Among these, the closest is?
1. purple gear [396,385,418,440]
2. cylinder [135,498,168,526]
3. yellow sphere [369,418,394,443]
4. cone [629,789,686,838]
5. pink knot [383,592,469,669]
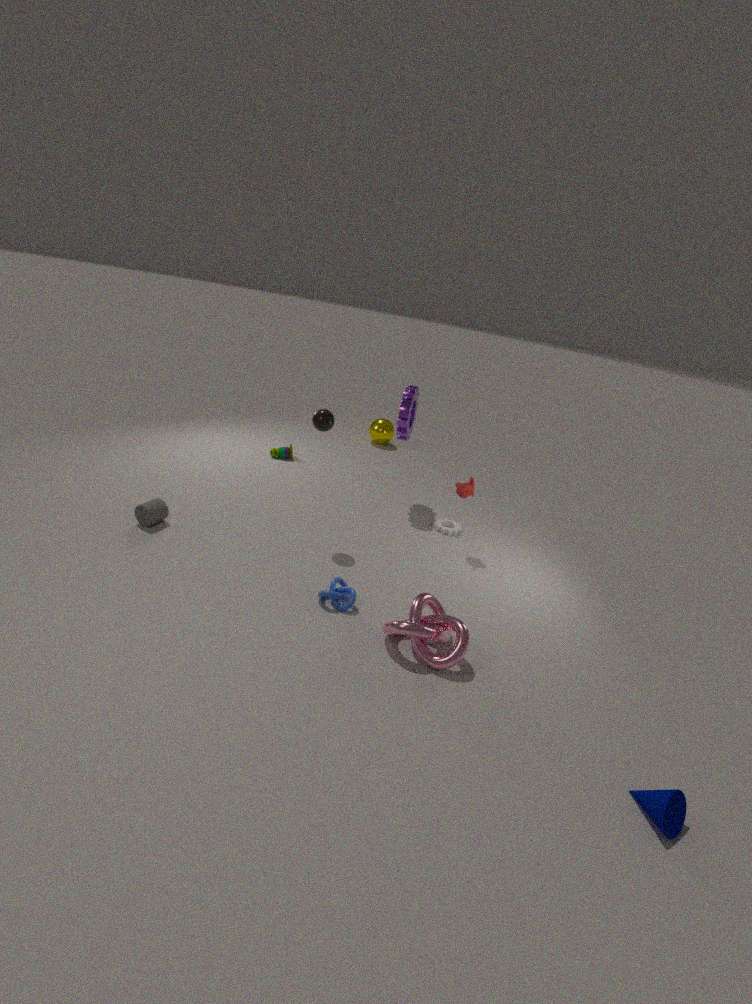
cone [629,789,686,838]
